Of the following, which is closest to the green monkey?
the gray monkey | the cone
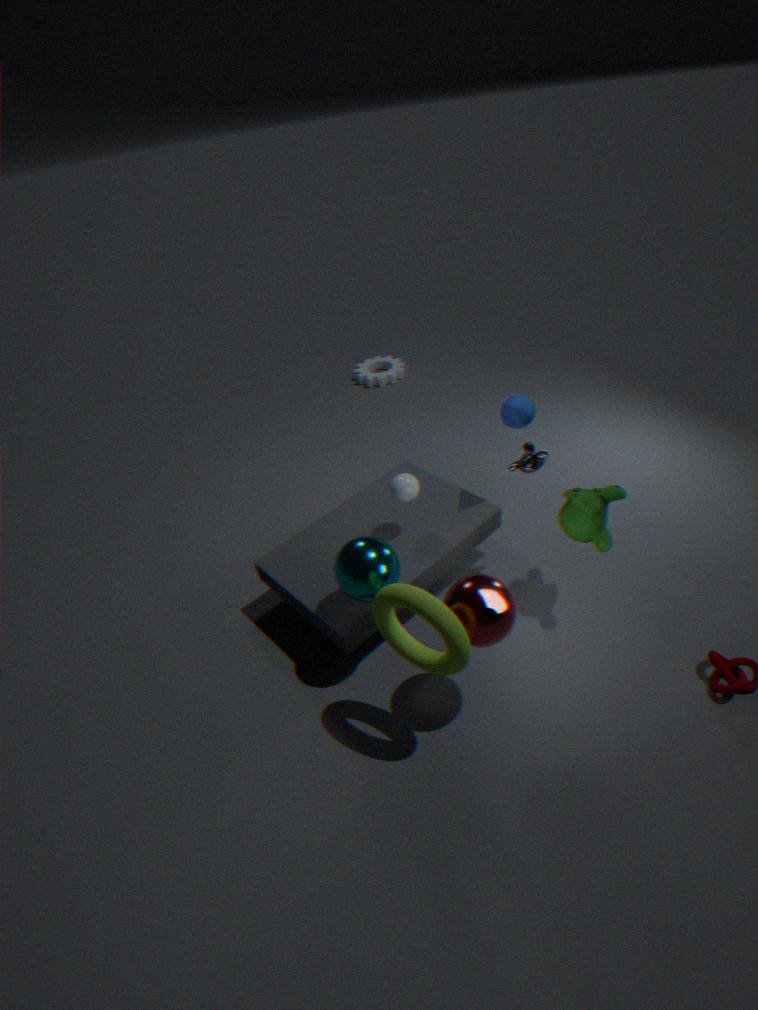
the gray monkey
